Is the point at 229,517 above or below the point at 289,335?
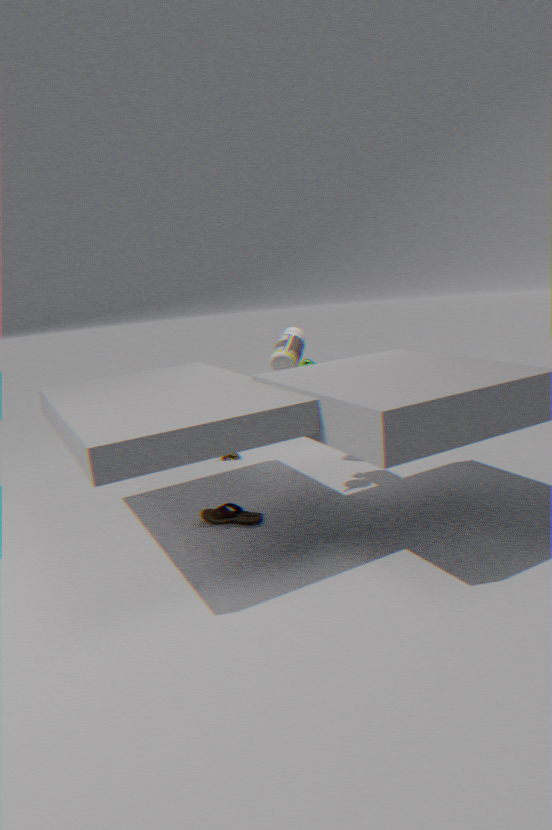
below
